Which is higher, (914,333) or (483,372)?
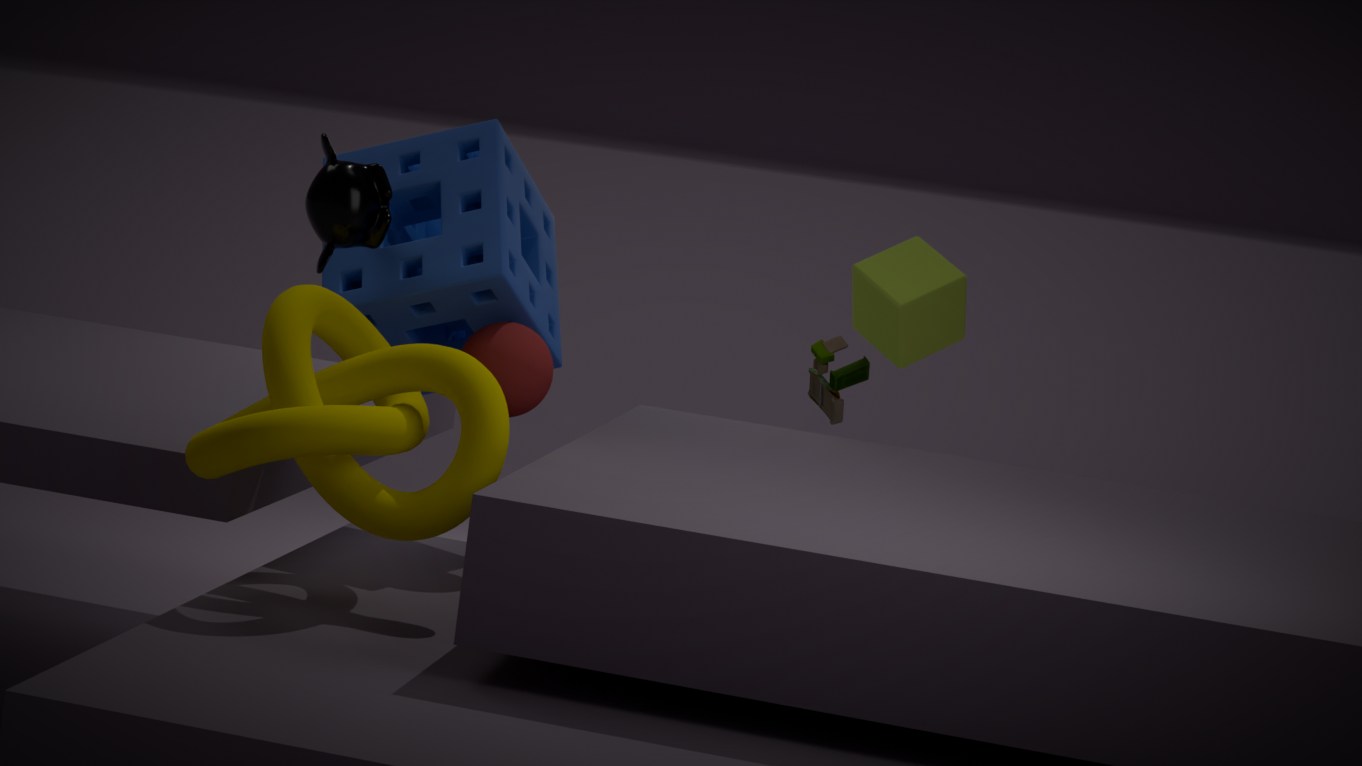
(914,333)
